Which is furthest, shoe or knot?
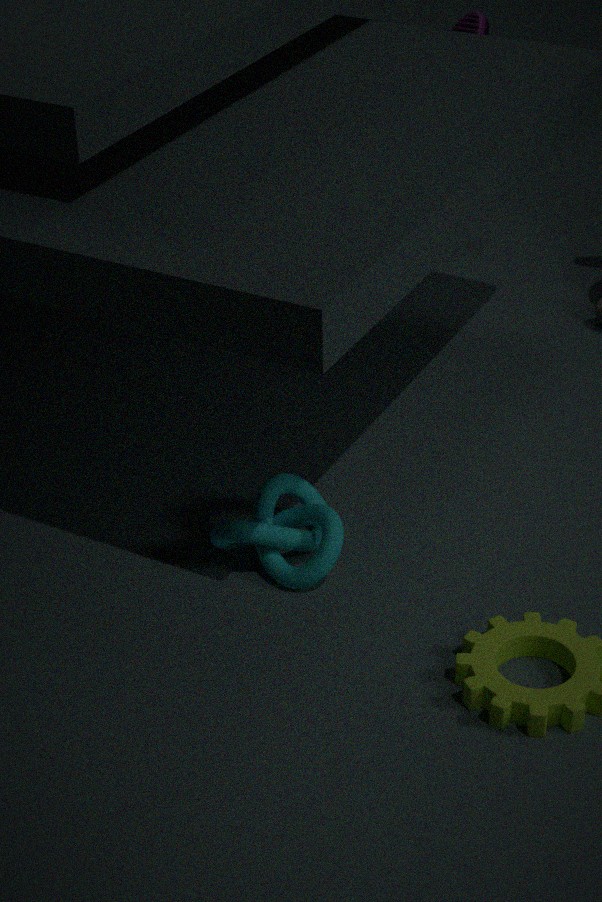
shoe
